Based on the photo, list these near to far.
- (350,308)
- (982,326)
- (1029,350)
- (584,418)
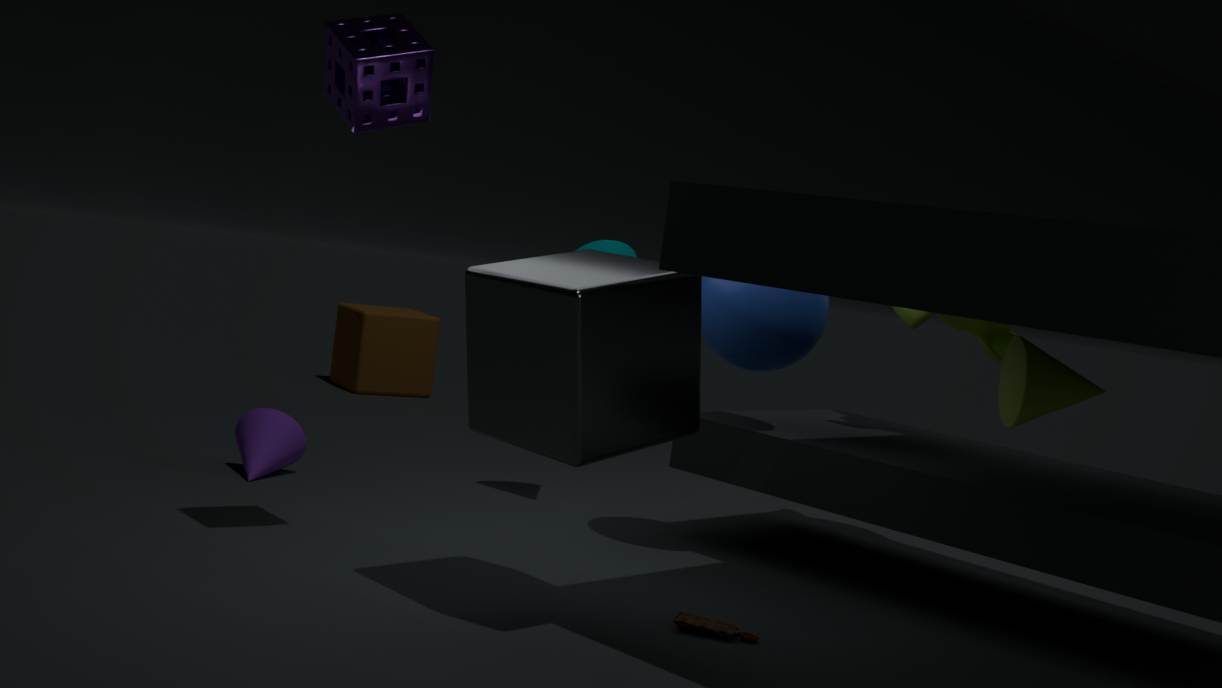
(584,418) < (1029,350) < (982,326) < (350,308)
